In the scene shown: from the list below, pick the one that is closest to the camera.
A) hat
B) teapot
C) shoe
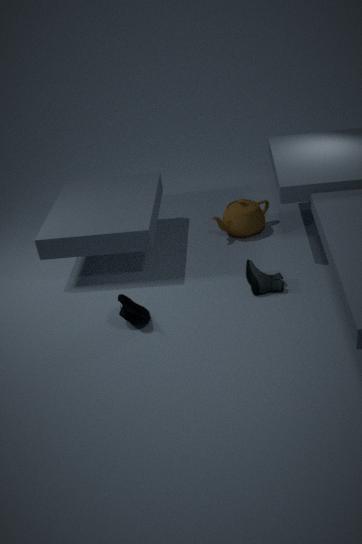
hat
